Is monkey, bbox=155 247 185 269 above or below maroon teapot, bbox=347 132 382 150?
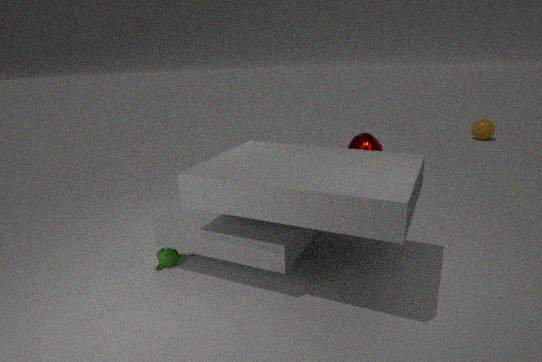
below
